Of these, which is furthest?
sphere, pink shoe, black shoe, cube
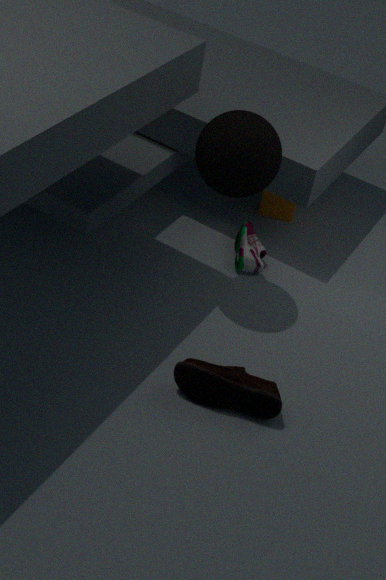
cube
